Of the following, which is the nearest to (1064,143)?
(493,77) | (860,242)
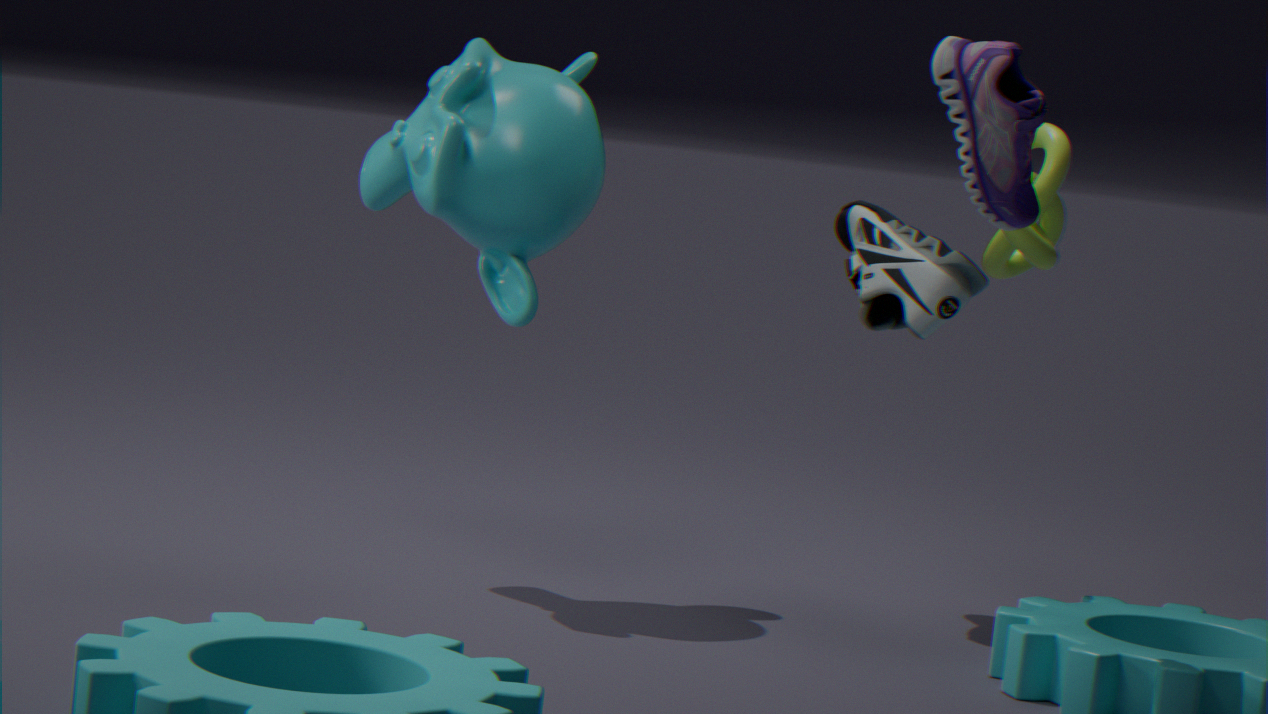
(860,242)
